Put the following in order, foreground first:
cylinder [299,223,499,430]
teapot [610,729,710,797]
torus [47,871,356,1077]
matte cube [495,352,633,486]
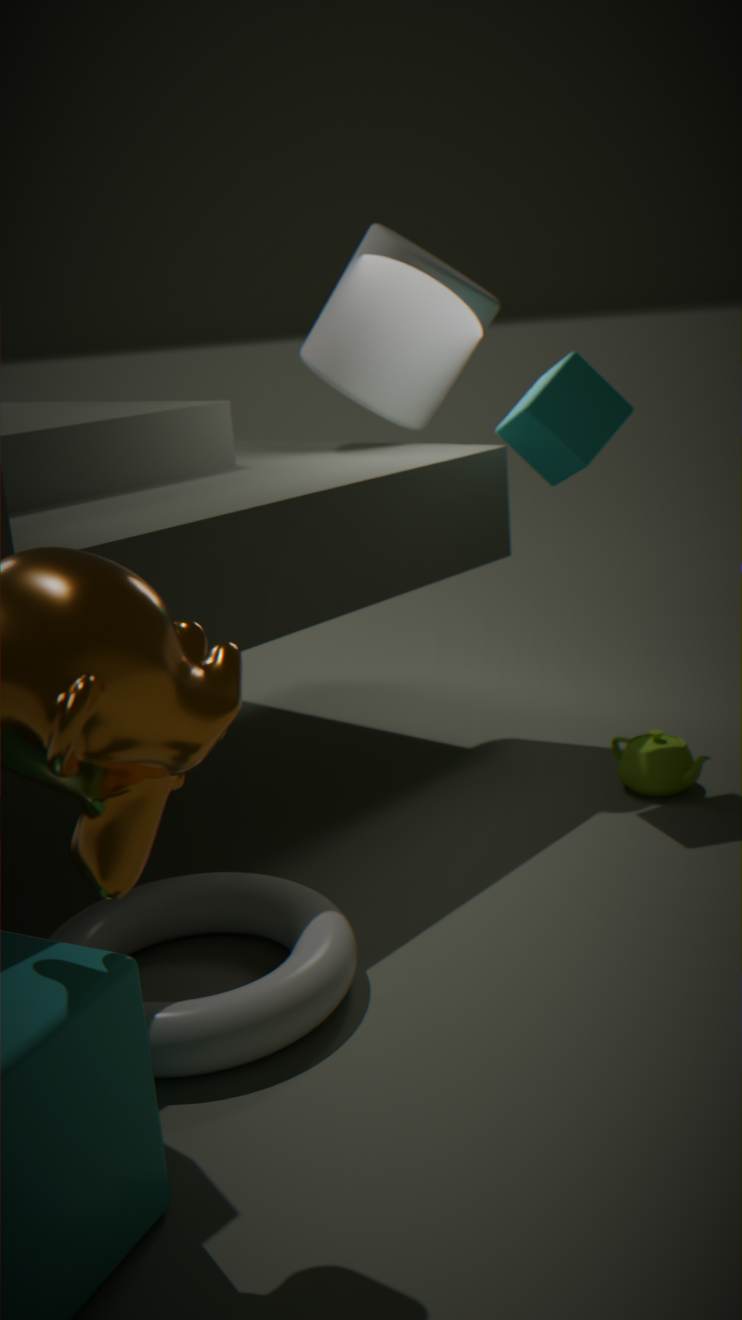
torus [47,871,356,1077] < matte cube [495,352,633,486] < teapot [610,729,710,797] < cylinder [299,223,499,430]
